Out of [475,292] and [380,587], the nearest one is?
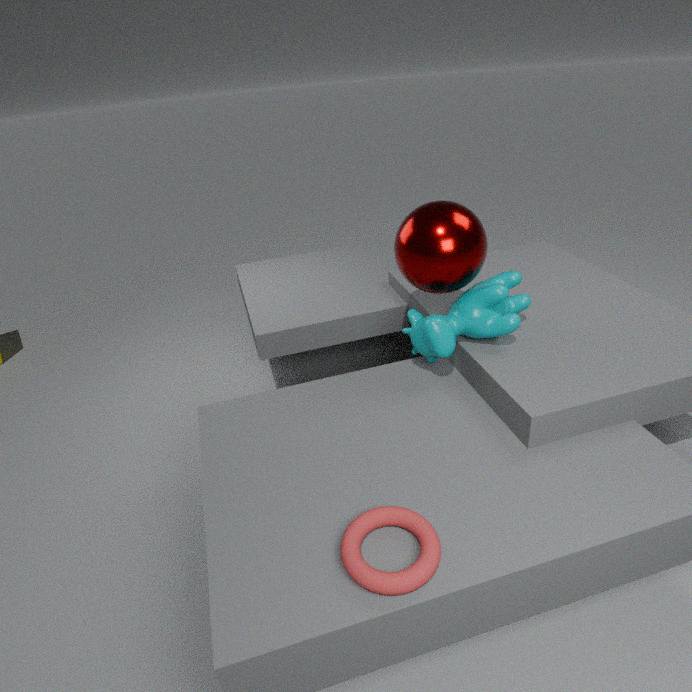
[380,587]
